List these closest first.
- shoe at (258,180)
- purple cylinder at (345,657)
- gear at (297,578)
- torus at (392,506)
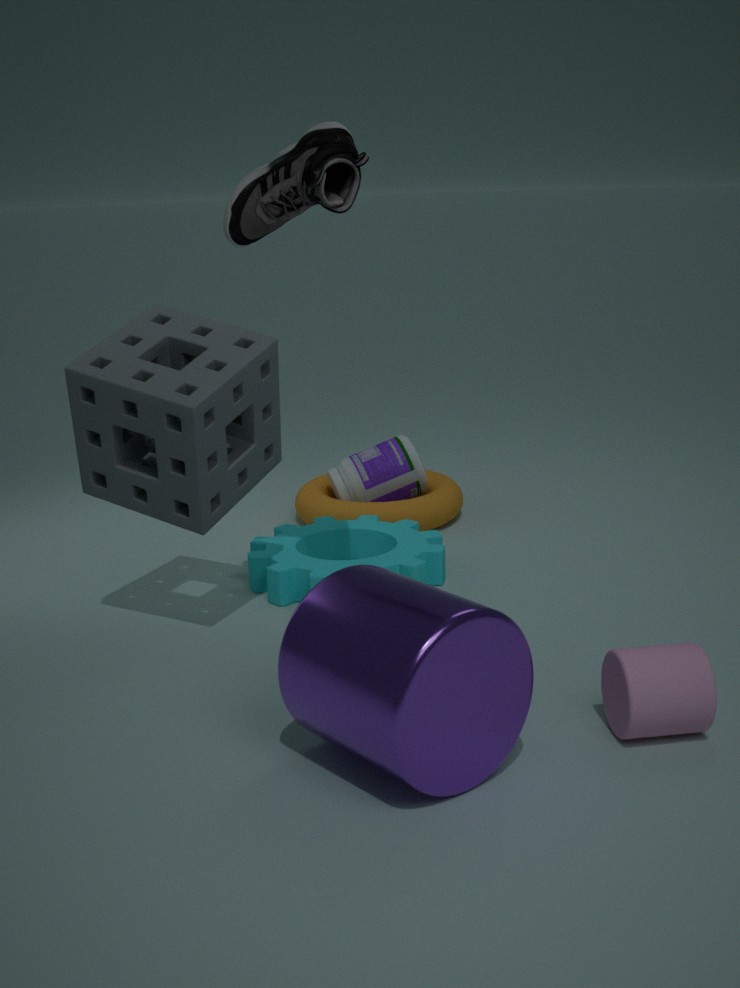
1. purple cylinder at (345,657)
2. shoe at (258,180)
3. gear at (297,578)
4. torus at (392,506)
